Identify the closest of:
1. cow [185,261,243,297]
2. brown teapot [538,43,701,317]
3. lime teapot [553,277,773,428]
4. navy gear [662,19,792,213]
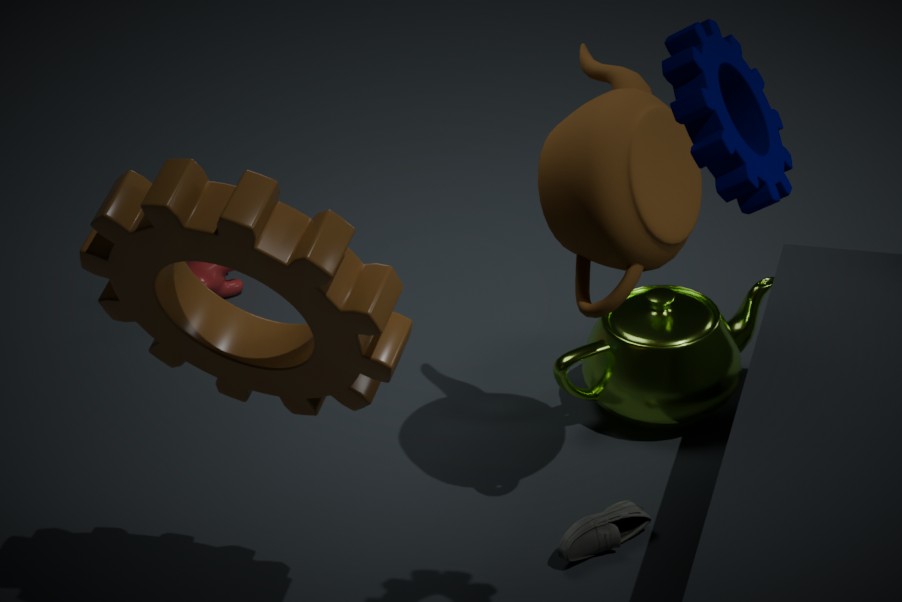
navy gear [662,19,792,213]
